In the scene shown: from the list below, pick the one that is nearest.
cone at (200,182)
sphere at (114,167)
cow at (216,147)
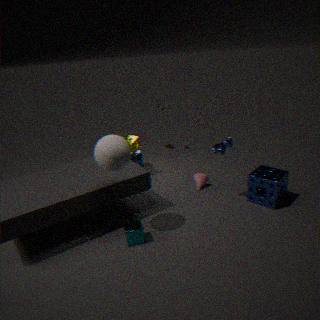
sphere at (114,167)
